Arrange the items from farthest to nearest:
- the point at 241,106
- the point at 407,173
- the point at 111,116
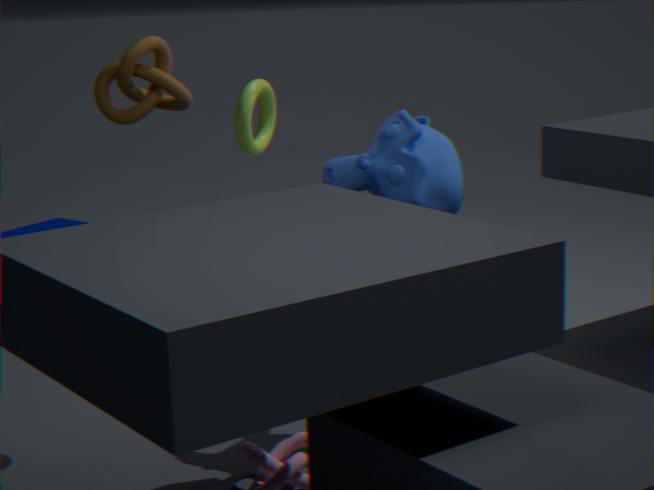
the point at 241,106, the point at 111,116, the point at 407,173
